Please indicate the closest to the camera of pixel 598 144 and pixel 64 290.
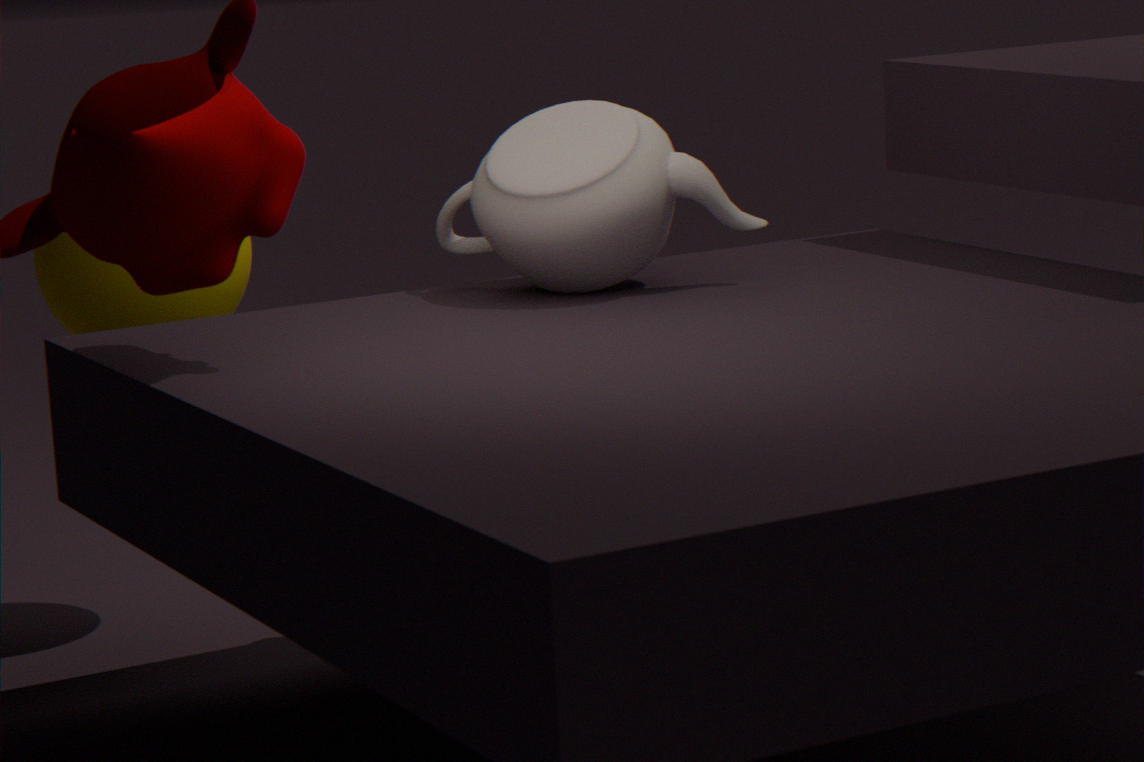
pixel 598 144
